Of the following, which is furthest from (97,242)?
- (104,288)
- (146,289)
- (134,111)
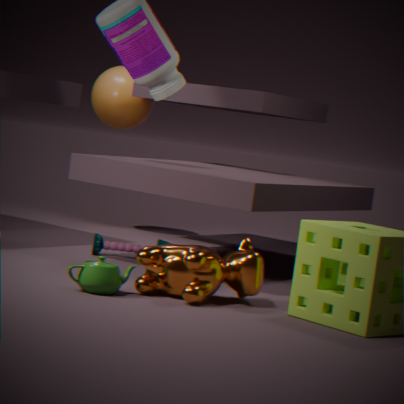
(134,111)
